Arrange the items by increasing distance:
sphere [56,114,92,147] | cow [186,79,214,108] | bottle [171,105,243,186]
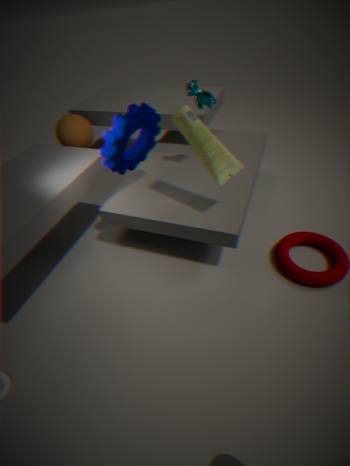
bottle [171,105,243,186]
cow [186,79,214,108]
sphere [56,114,92,147]
